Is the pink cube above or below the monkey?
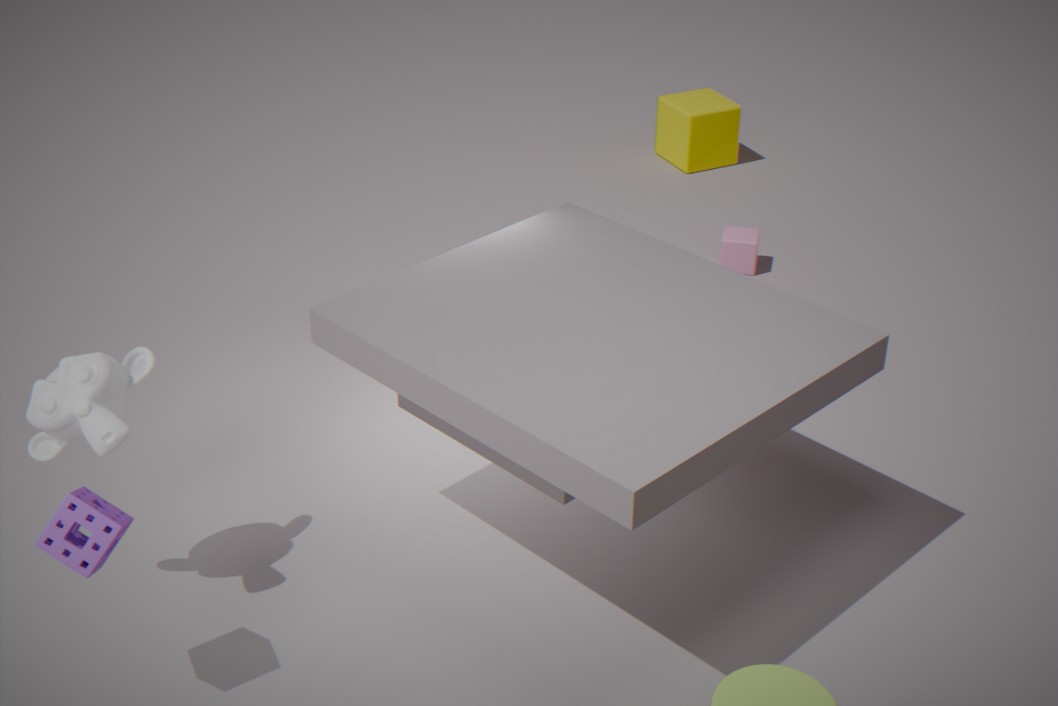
below
